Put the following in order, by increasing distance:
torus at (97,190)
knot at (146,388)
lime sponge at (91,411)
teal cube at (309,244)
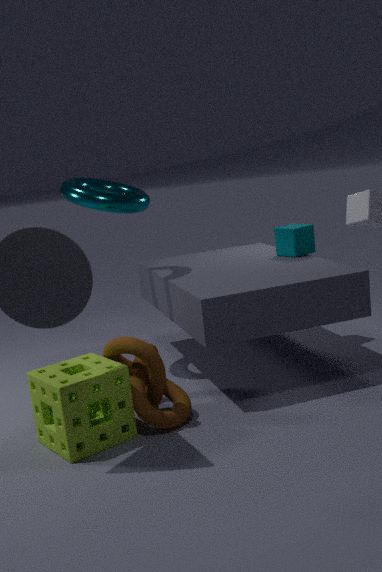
lime sponge at (91,411) → knot at (146,388) → torus at (97,190) → teal cube at (309,244)
